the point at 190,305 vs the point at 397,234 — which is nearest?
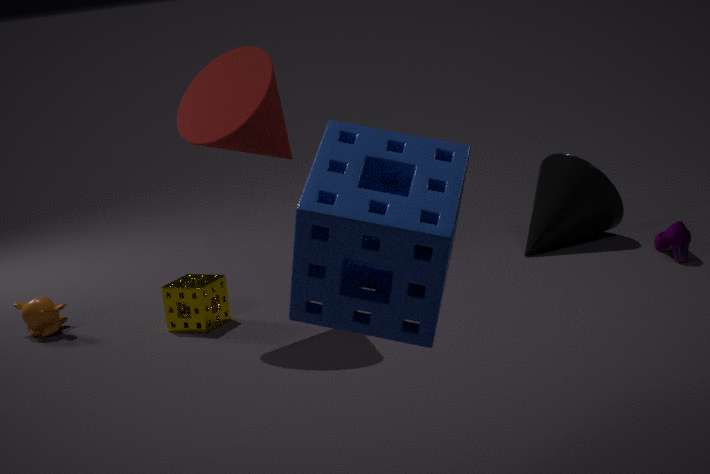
the point at 397,234
